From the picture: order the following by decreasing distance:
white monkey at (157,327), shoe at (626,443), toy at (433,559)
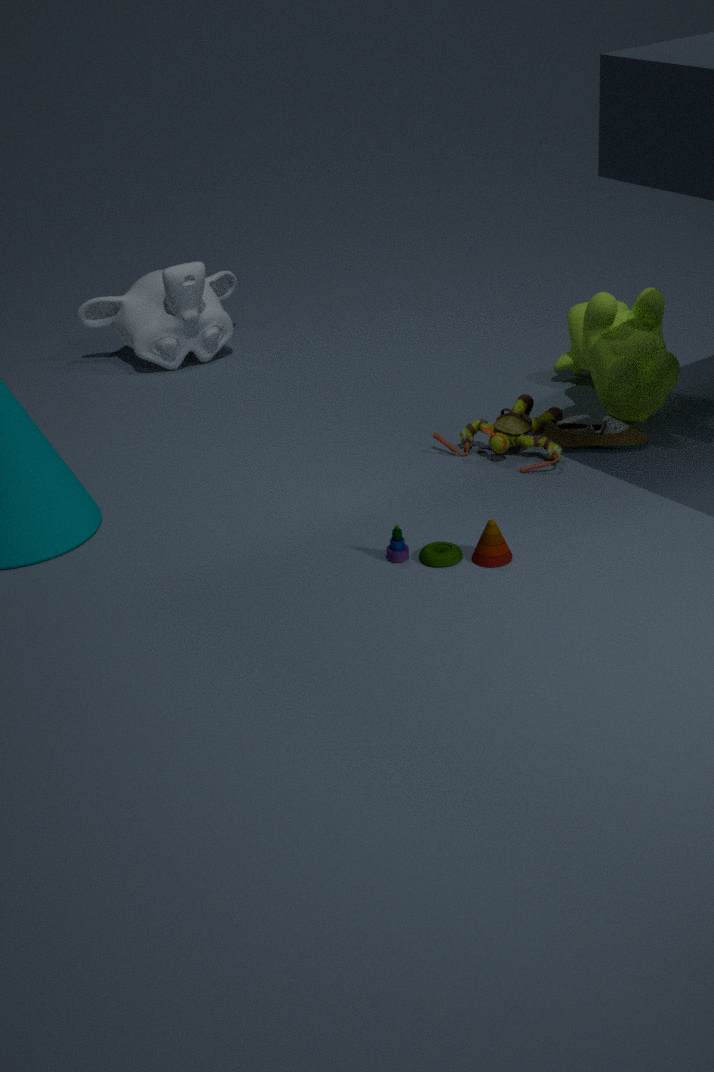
white monkey at (157,327)
shoe at (626,443)
toy at (433,559)
